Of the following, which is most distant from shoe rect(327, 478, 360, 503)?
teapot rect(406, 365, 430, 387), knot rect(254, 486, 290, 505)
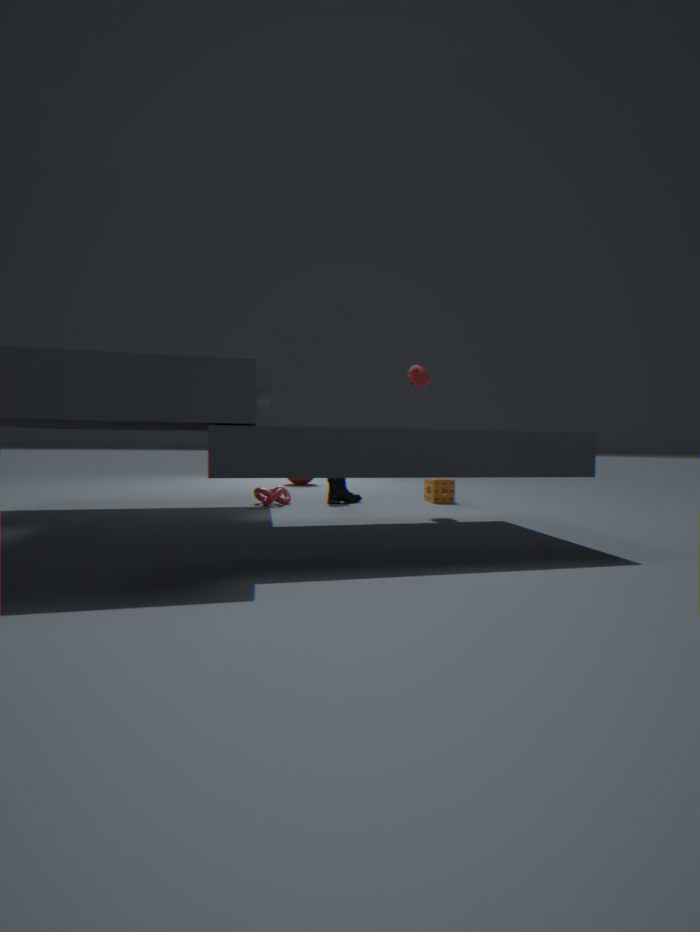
teapot rect(406, 365, 430, 387)
